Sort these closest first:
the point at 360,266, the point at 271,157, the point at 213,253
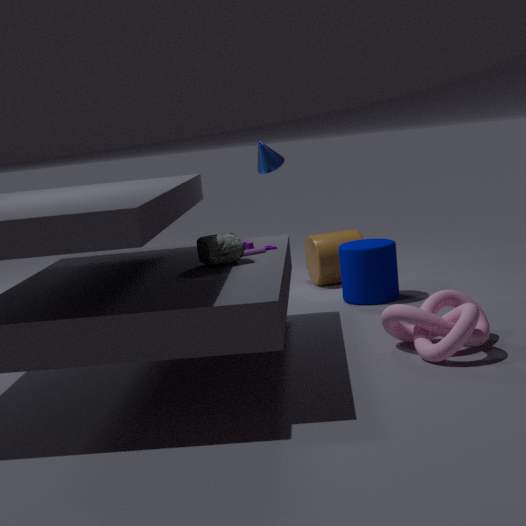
the point at 213,253
the point at 360,266
the point at 271,157
